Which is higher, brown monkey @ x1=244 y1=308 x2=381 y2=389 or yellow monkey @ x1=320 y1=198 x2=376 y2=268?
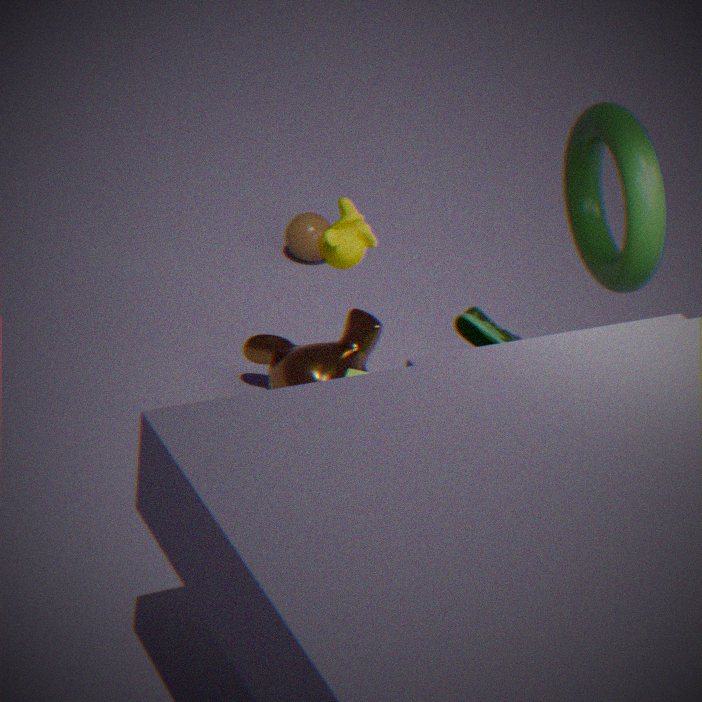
yellow monkey @ x1=320 y1=198 x2=376 y2=268
